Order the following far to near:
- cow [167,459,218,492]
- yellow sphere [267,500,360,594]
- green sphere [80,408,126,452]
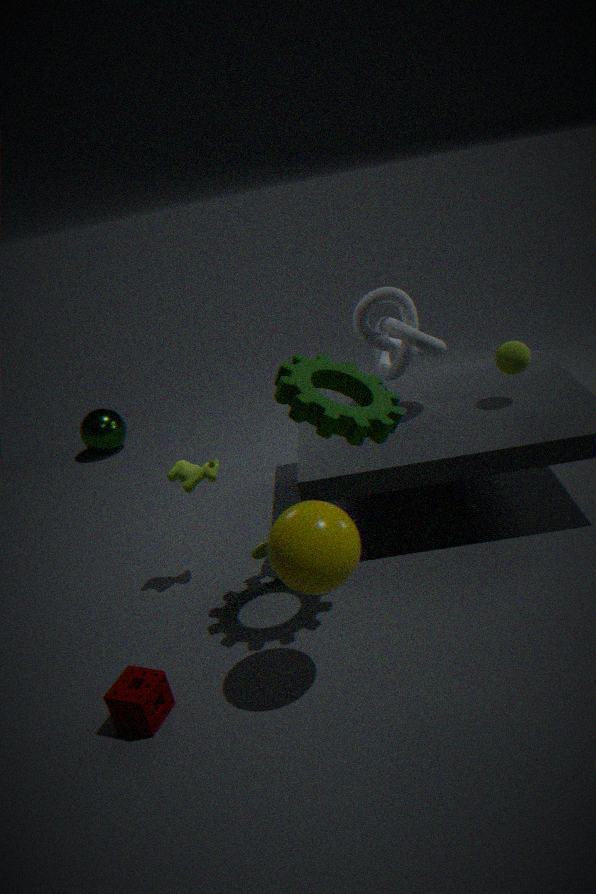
green sphere [80,408,126,452] → cow [167,459,218,492] → yellow sphere [267,500,360,594]
